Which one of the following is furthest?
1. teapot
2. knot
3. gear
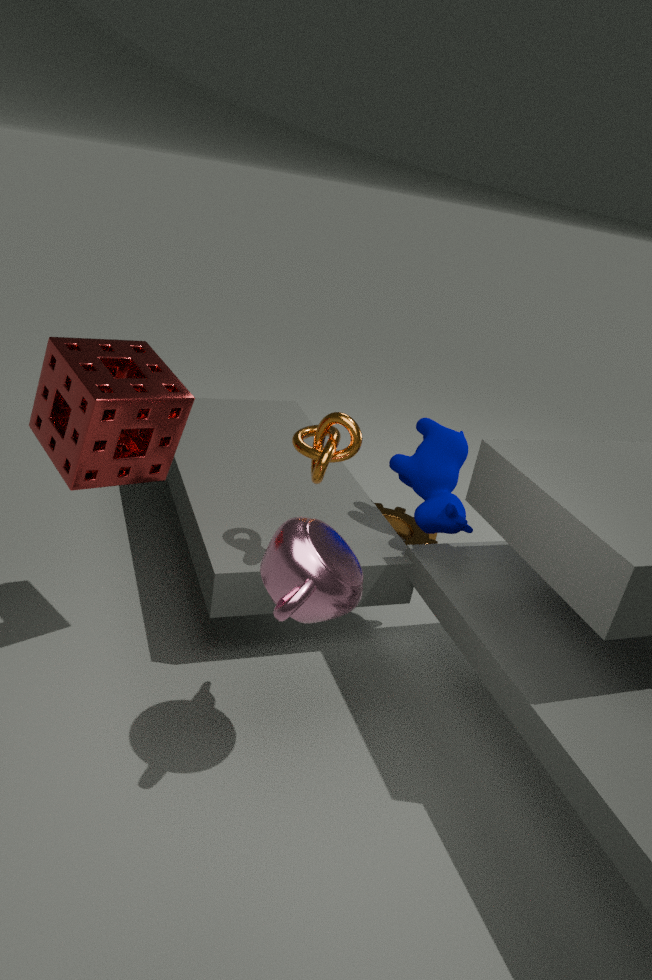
gear
